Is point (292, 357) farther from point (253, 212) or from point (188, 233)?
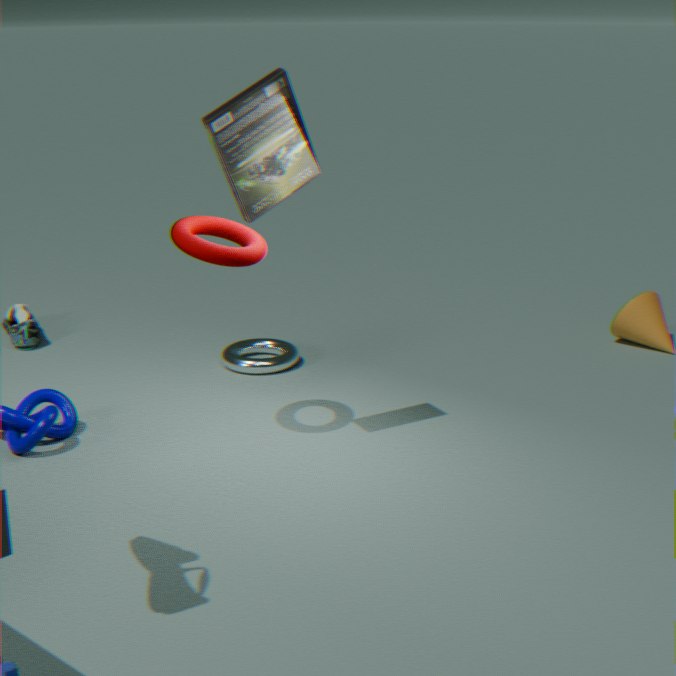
point (253, 212)
